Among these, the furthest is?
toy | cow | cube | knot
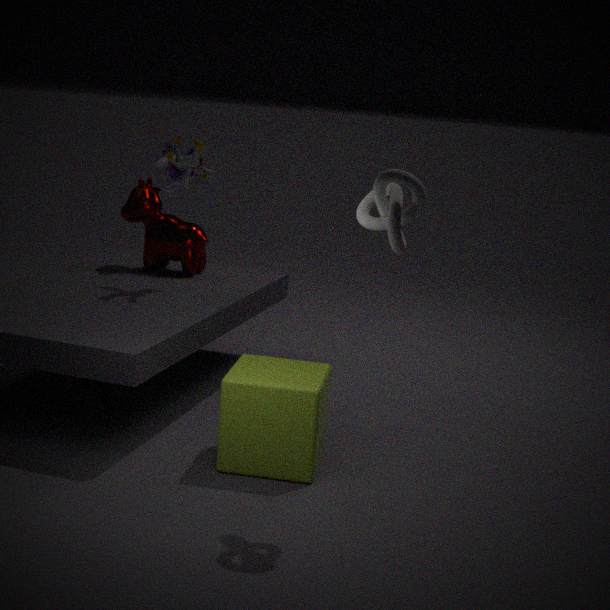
cow
